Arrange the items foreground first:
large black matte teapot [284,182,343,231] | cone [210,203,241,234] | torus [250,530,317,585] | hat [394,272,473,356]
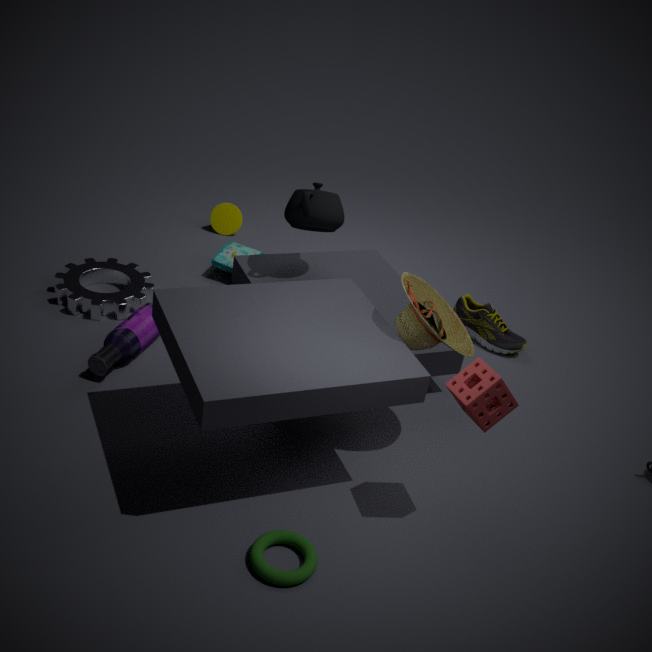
torus [250,530,317,585], hat [394,272,473,356], large black matte teapot [284,182,343,231], cone [210,203,241,234]
